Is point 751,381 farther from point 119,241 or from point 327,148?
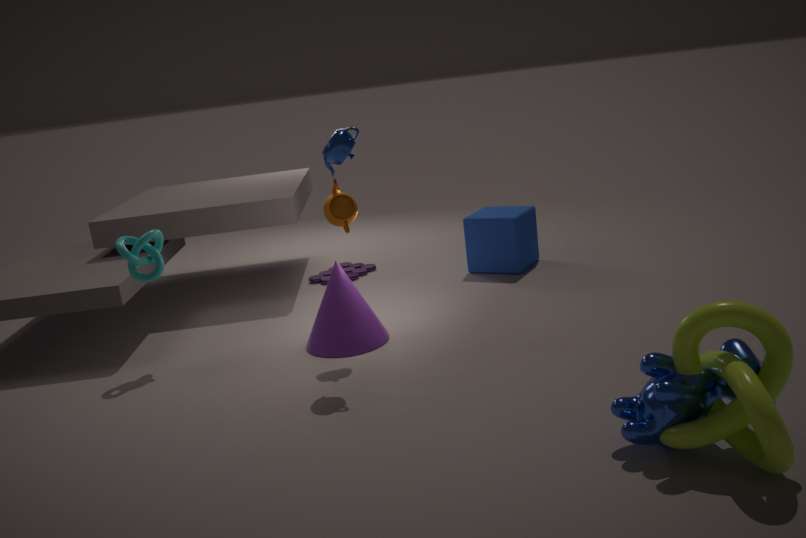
point 119,241
